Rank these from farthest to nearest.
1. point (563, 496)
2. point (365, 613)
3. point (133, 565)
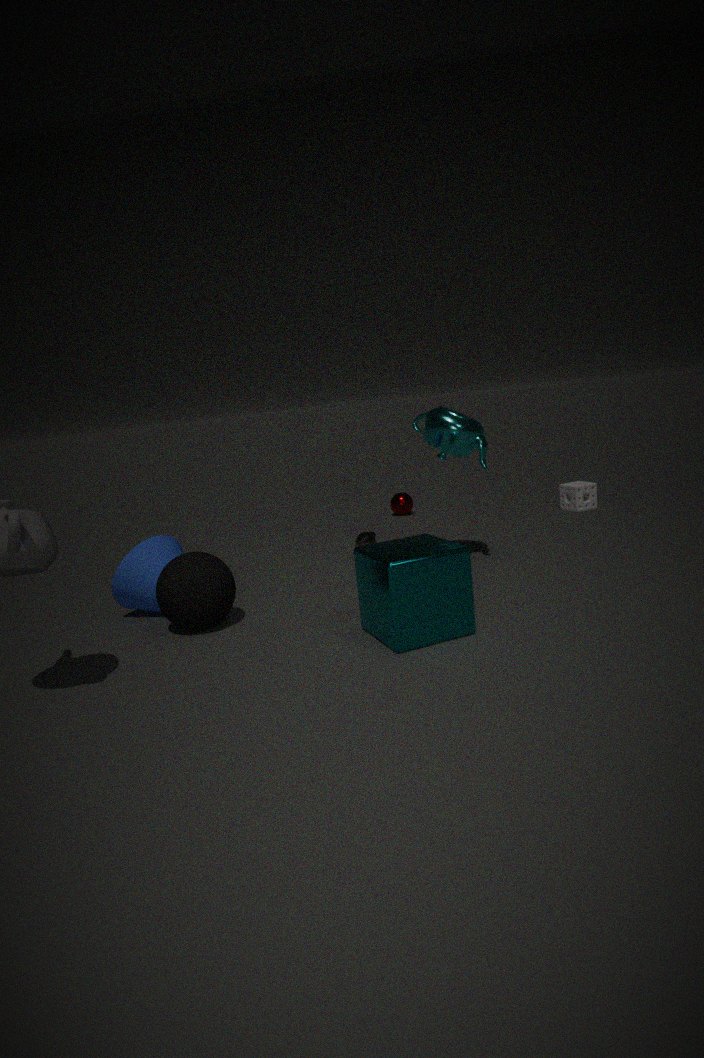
point (563, 496)
point (133, 565)
point (365, 613)
